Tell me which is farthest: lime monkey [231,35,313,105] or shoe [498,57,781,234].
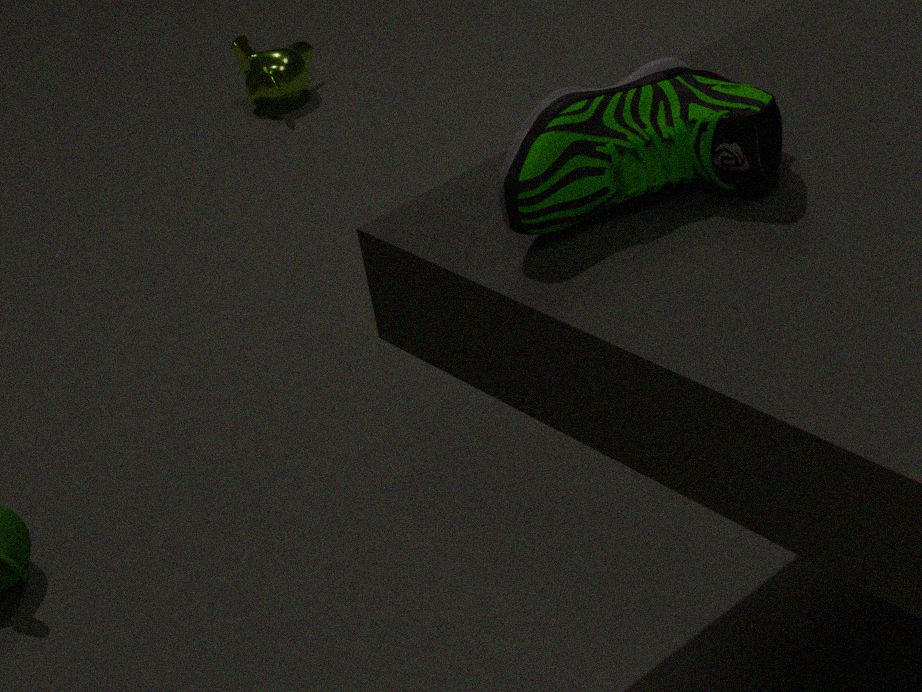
lime monkey [231,35,313,105]
